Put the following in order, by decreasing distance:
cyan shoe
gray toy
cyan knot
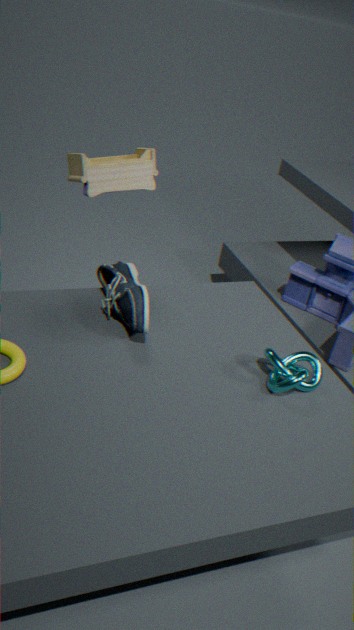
gray toy, cyan shoe, cyan knot
